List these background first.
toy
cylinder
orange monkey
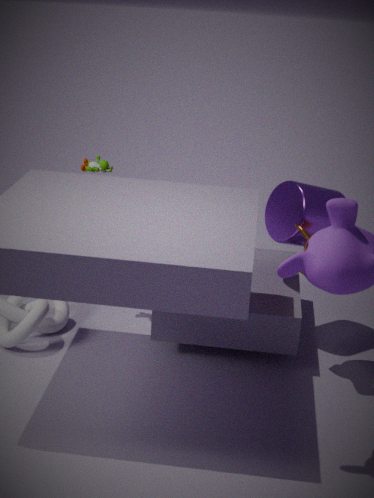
toy, cylinder, orange monkey
